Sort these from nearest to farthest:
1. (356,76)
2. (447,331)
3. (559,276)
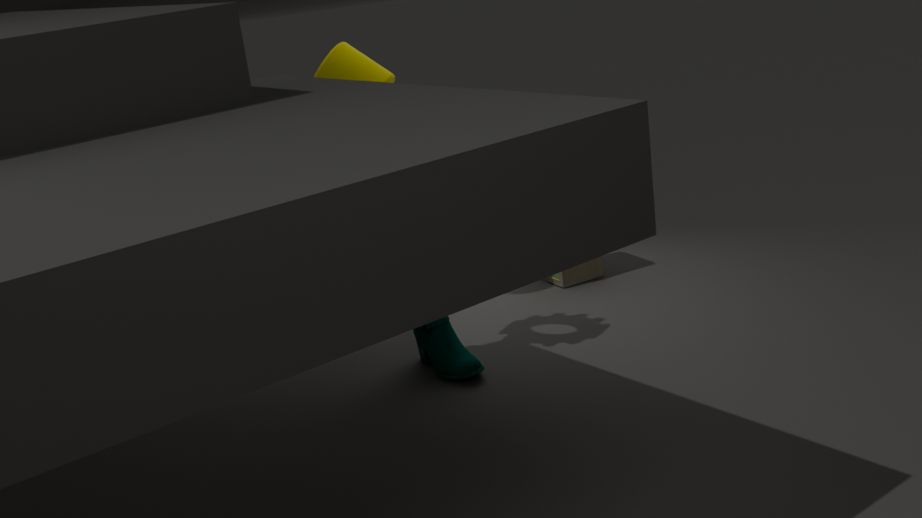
1. (447,331)
2. (356,76)
3. (559,276)
